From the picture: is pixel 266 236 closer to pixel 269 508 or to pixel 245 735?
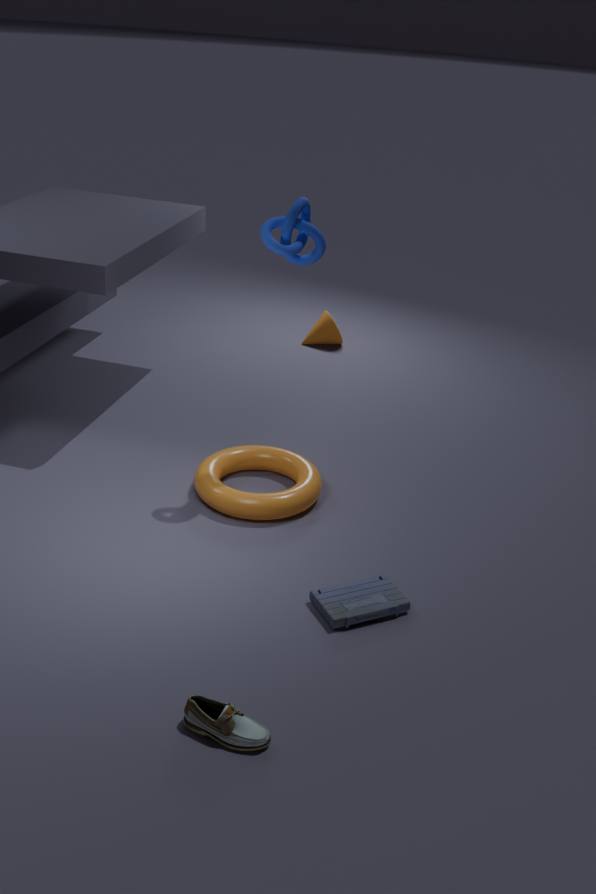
pixel 269 508
